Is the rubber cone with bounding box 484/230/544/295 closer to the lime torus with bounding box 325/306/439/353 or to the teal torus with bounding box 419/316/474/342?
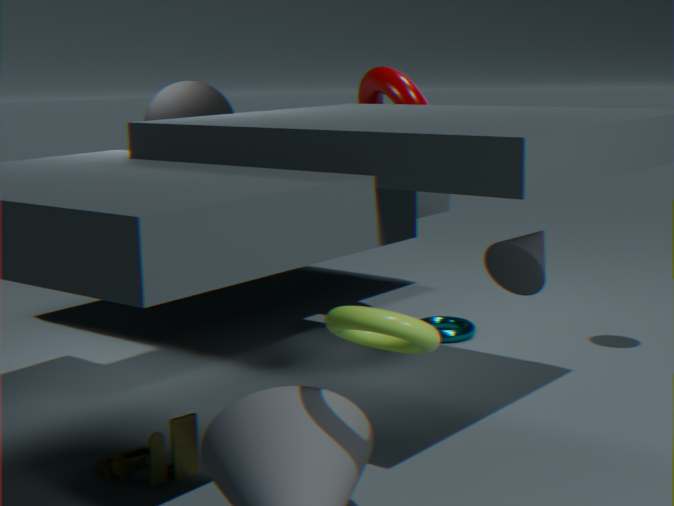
the teal torus with bounding box 419/316/474/342
